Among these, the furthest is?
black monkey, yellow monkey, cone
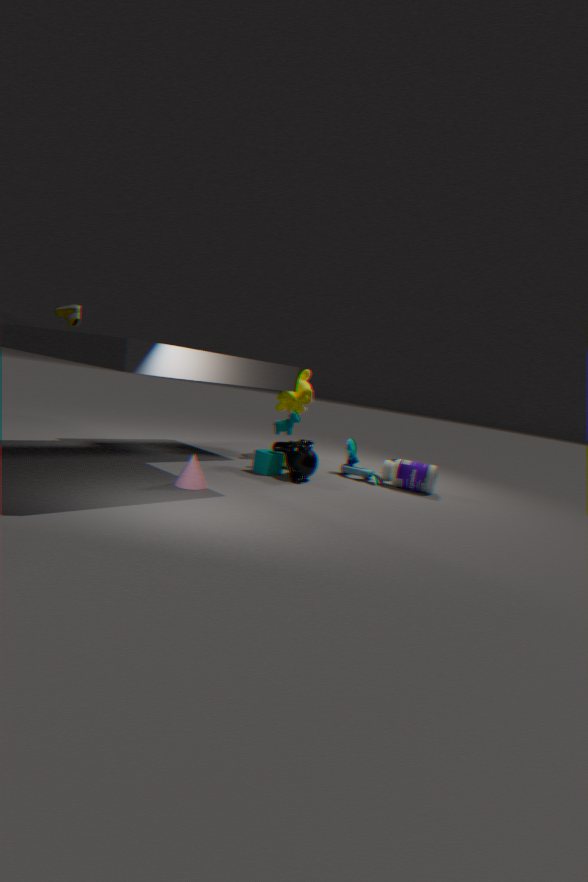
yellow monkey
